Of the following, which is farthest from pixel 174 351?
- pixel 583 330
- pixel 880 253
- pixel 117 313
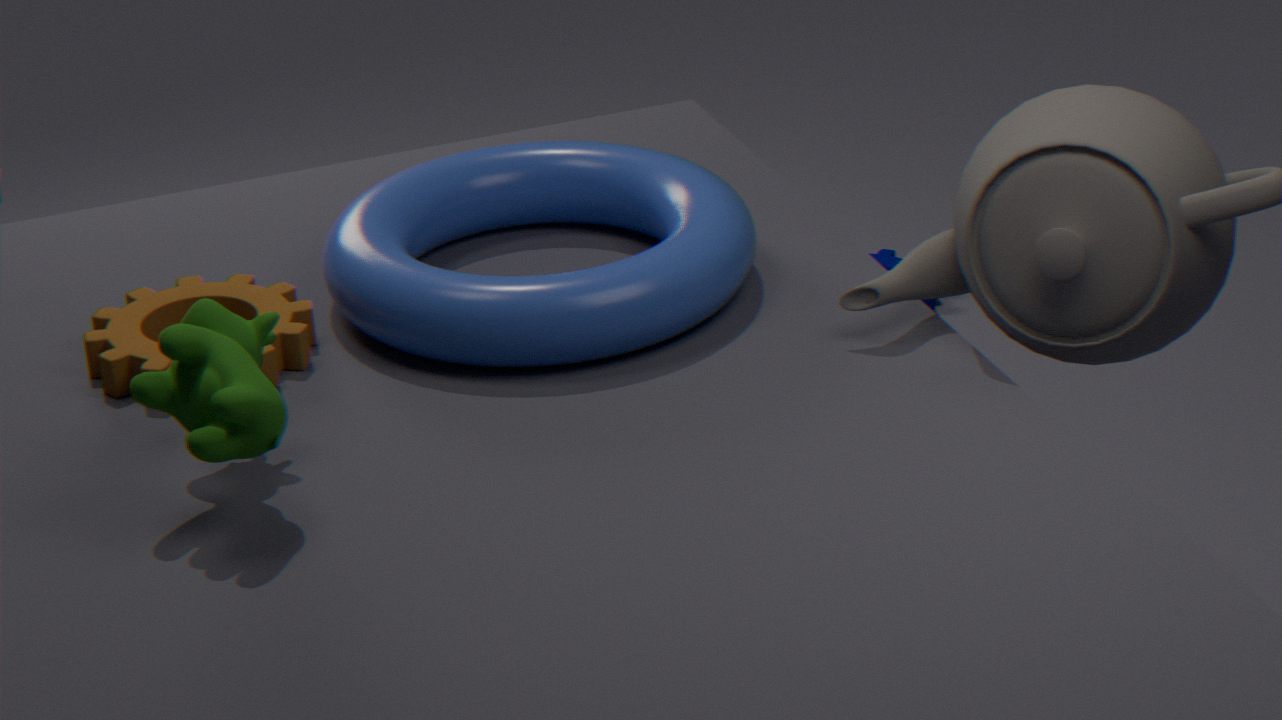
pixel 880 253
